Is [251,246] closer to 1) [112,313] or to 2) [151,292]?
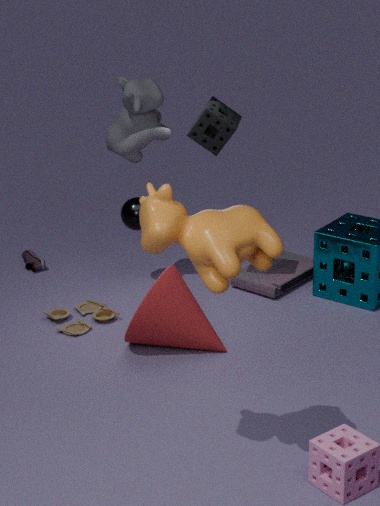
2) [151,292]
